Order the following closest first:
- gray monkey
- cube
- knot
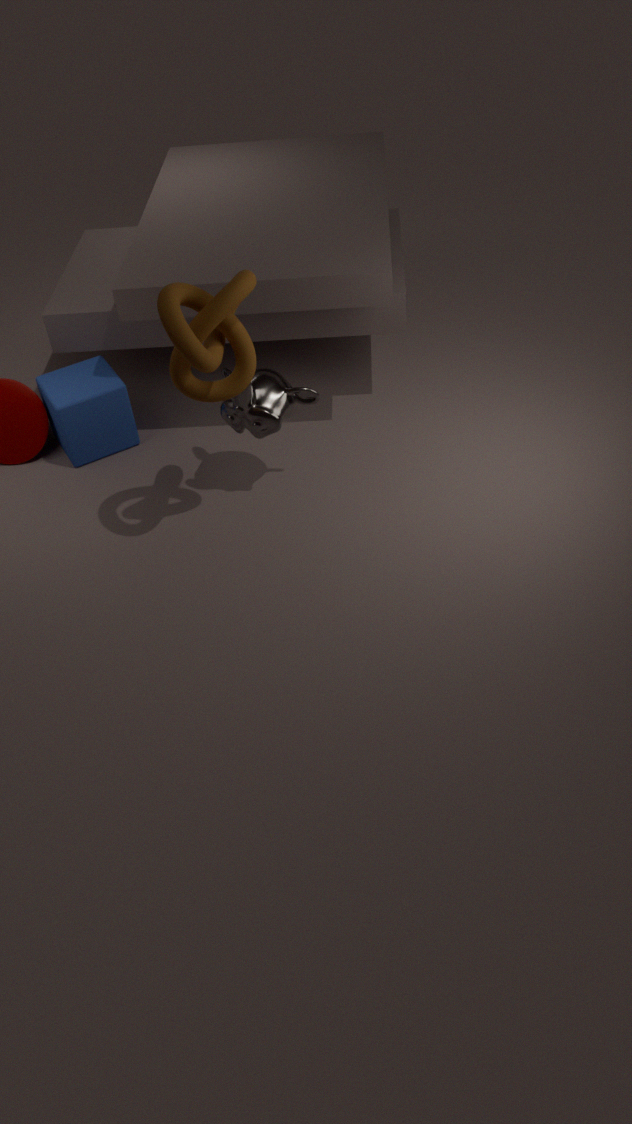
knot → gray monkey → cube
